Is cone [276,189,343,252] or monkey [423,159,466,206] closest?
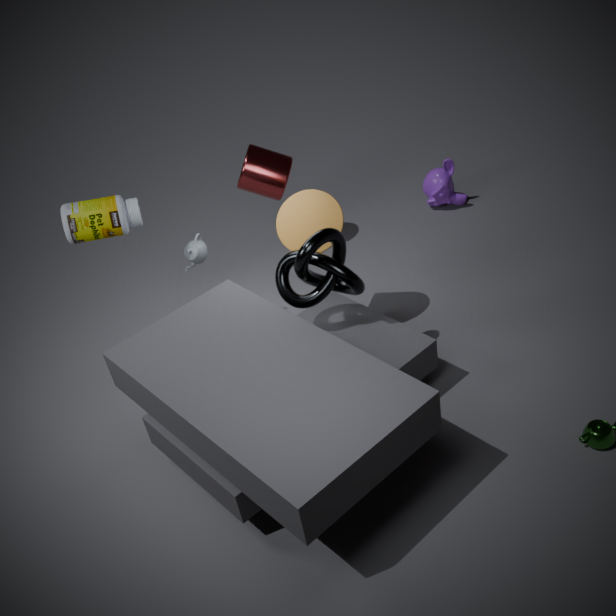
cone [276,189,343,252]
